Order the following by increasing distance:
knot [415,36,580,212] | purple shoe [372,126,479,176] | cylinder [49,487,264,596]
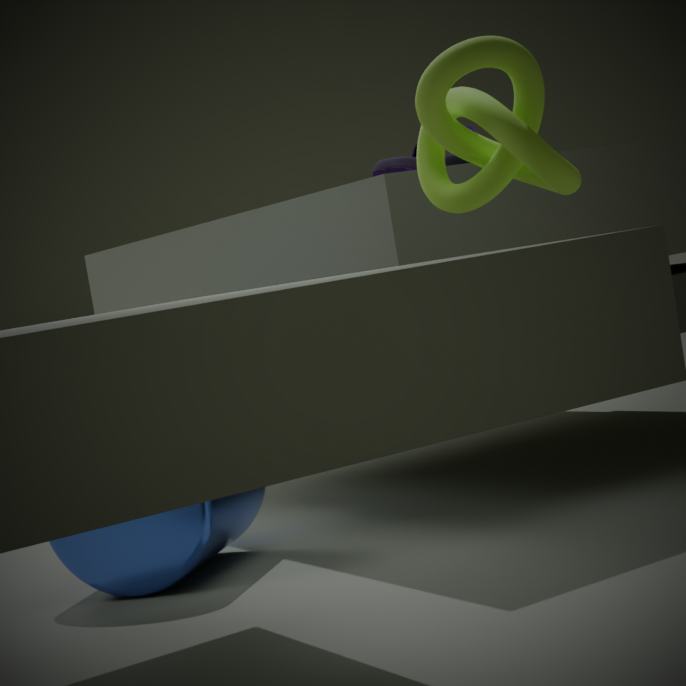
knot [415,36,580,212] → cylinder [49,487,264,596] → purple shoe [372,126,479,176]
